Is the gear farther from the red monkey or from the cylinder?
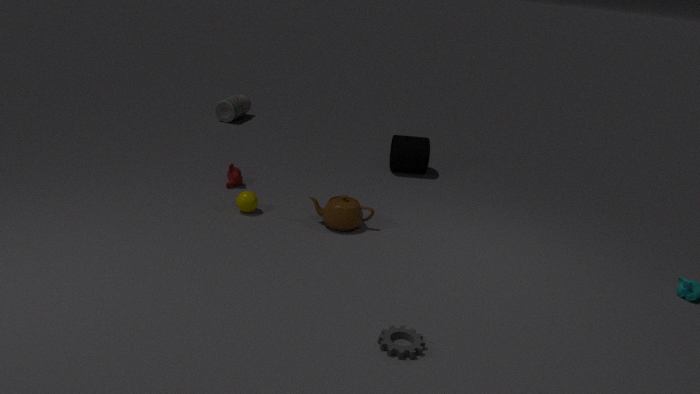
the cylinder
